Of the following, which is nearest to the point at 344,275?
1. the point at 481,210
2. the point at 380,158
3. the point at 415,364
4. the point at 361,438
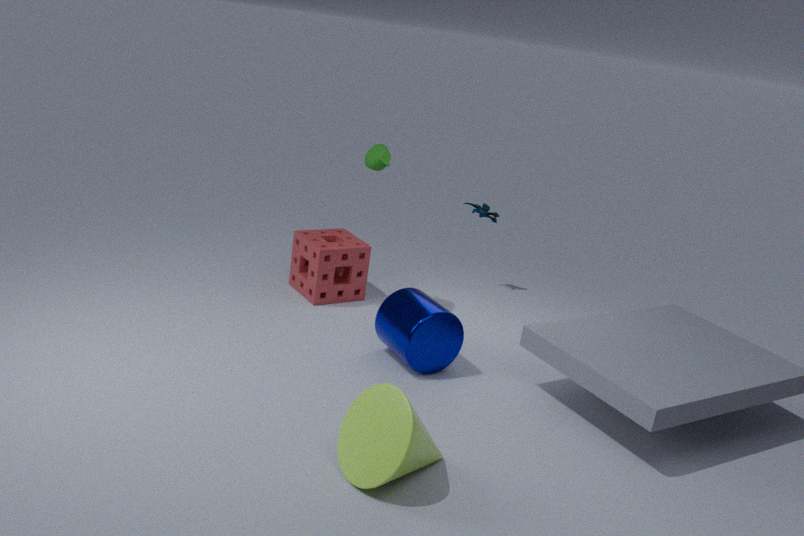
the point at 380,158
